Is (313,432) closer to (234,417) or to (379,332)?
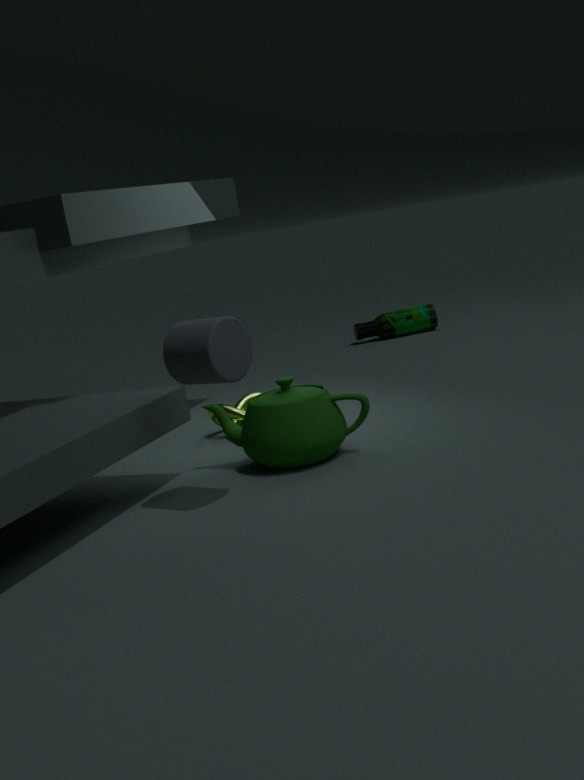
(234,417)
